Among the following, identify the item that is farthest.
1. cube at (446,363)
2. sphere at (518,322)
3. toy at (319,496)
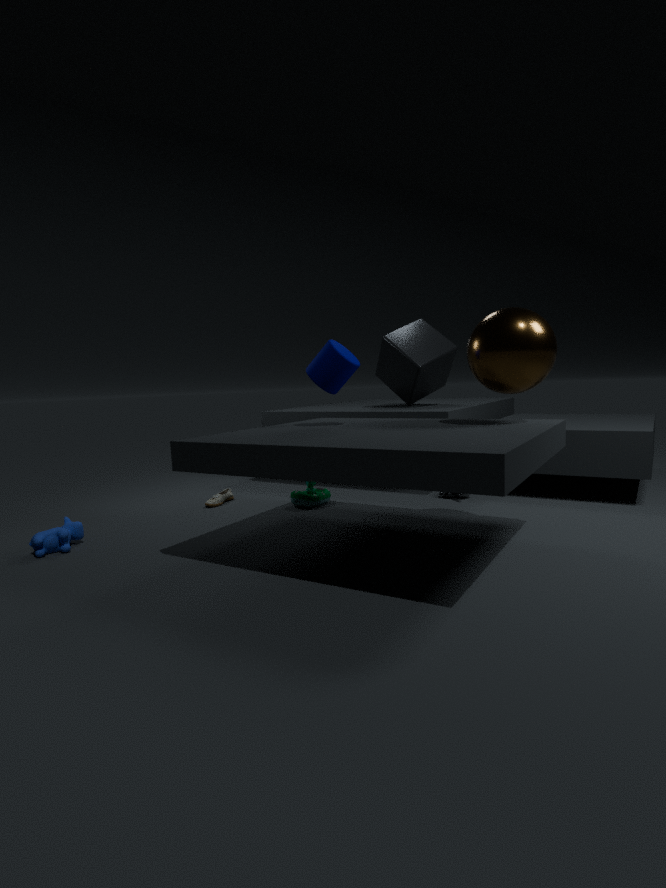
cube at (446,363)
